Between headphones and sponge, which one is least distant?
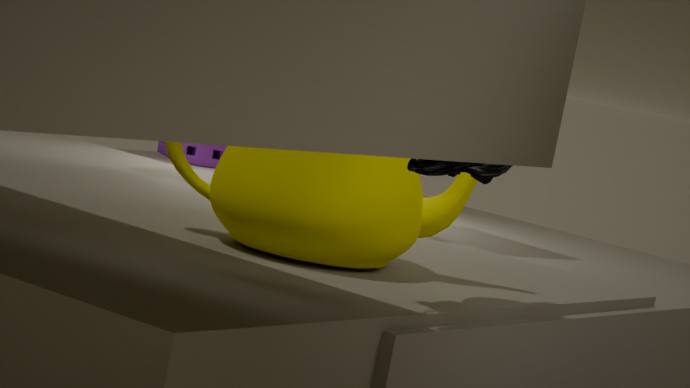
headphones
